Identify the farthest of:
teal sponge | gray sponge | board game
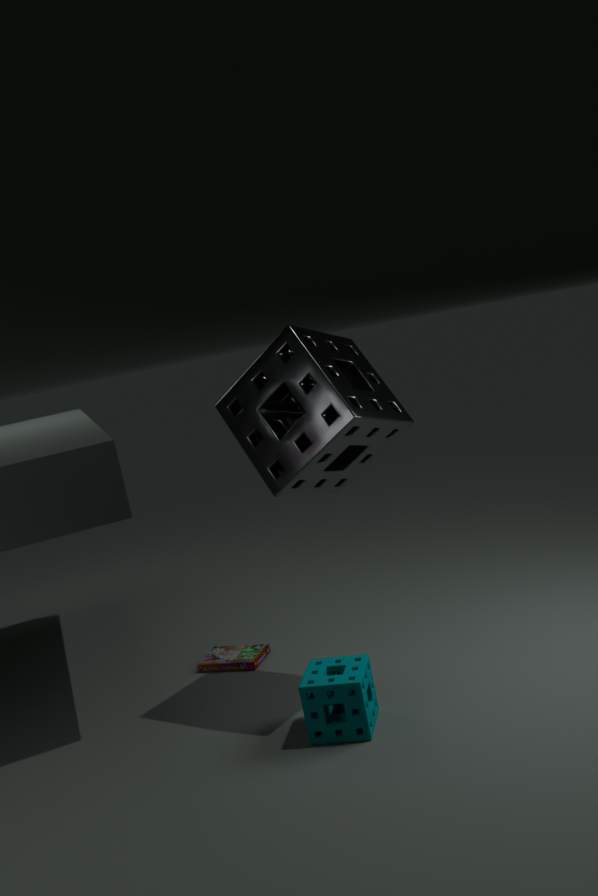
board game
